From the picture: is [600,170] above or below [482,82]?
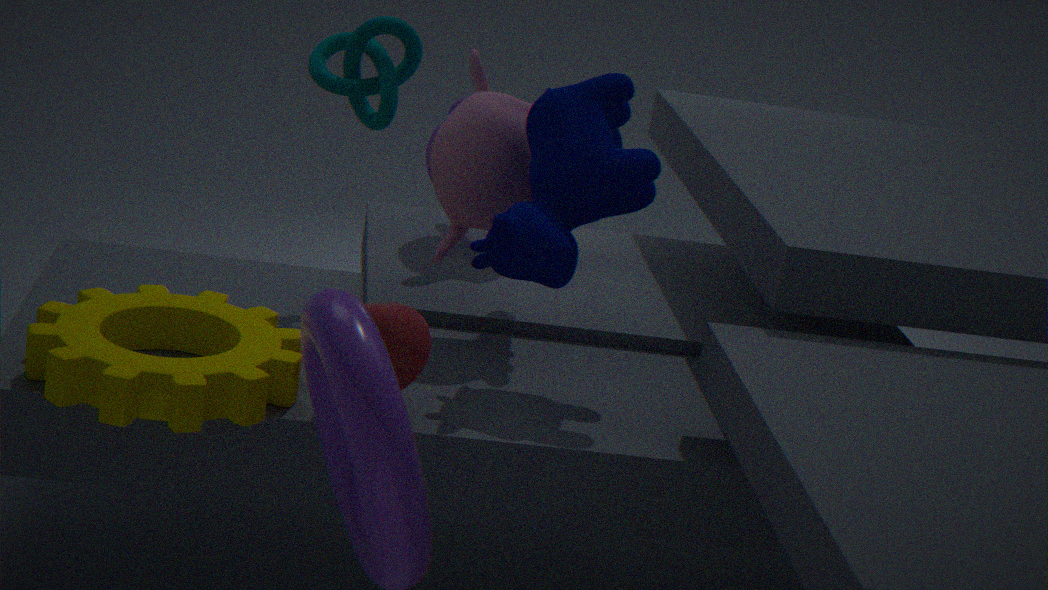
above
